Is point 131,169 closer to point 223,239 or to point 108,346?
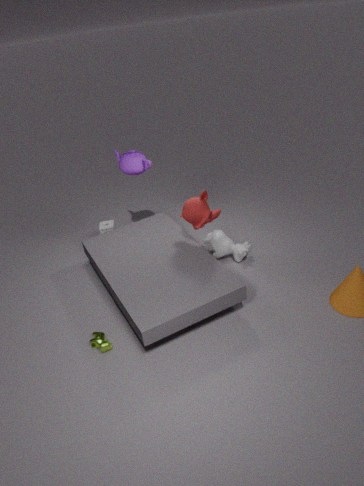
point 223,239
